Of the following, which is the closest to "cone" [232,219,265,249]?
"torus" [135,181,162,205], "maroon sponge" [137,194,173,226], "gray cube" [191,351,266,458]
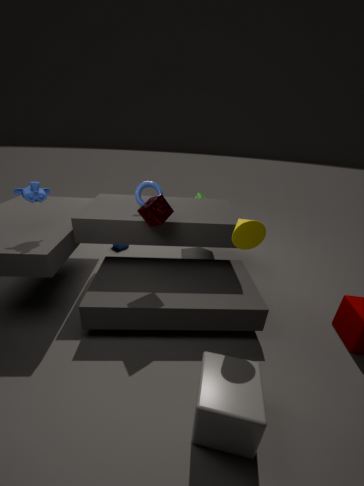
"maroon sponge" [137,194,173,226]
